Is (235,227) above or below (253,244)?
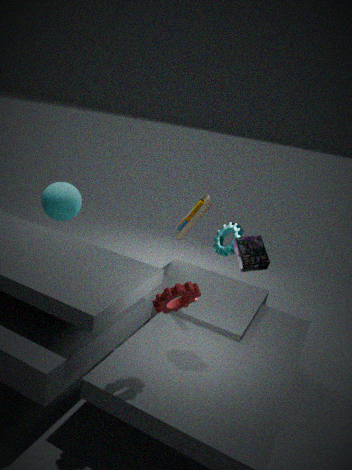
below
